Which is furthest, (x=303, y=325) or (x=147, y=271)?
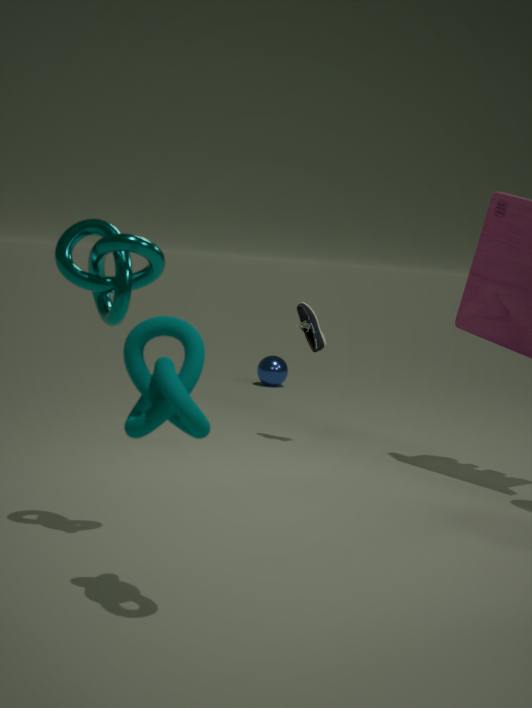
(x=303, y=325)
